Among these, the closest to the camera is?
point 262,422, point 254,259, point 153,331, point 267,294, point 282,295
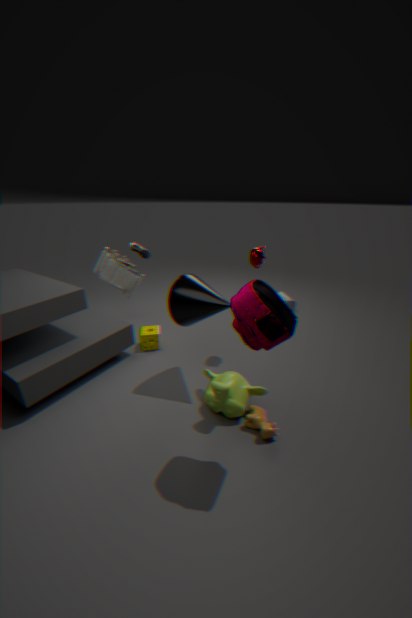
point 267,294
